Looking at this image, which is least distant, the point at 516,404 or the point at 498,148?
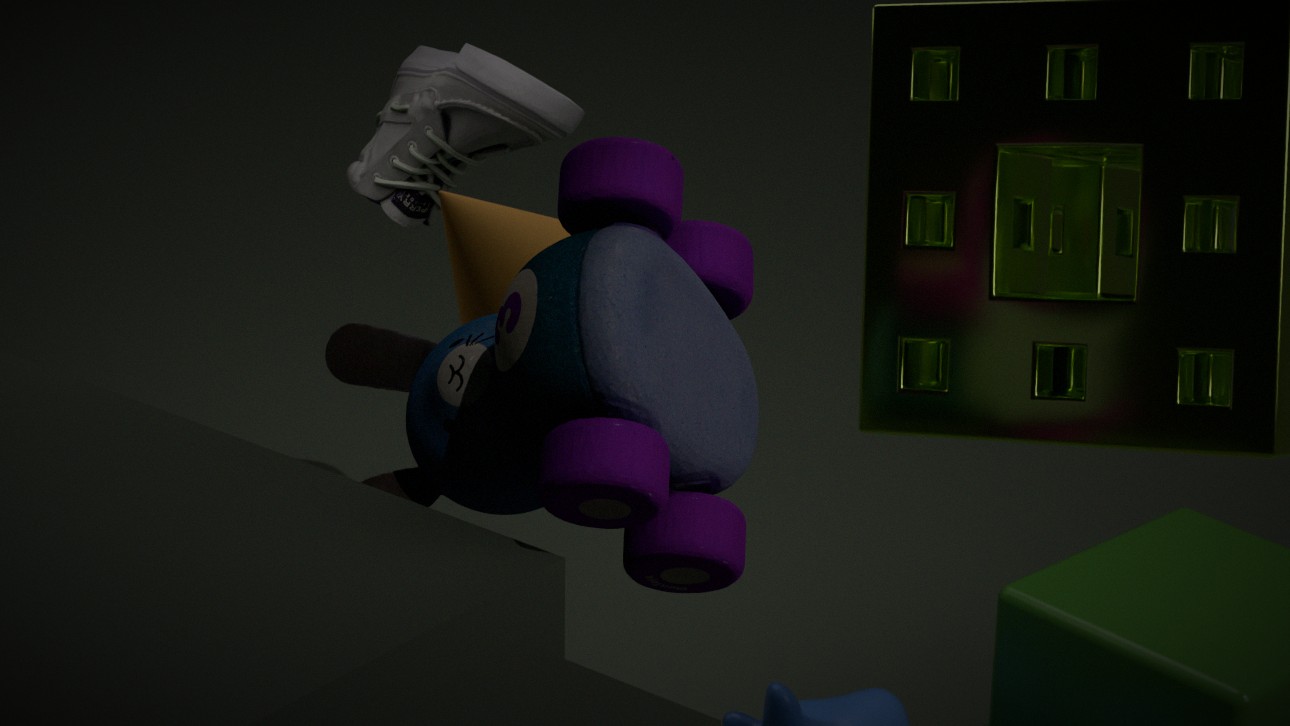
the point at 516,404
